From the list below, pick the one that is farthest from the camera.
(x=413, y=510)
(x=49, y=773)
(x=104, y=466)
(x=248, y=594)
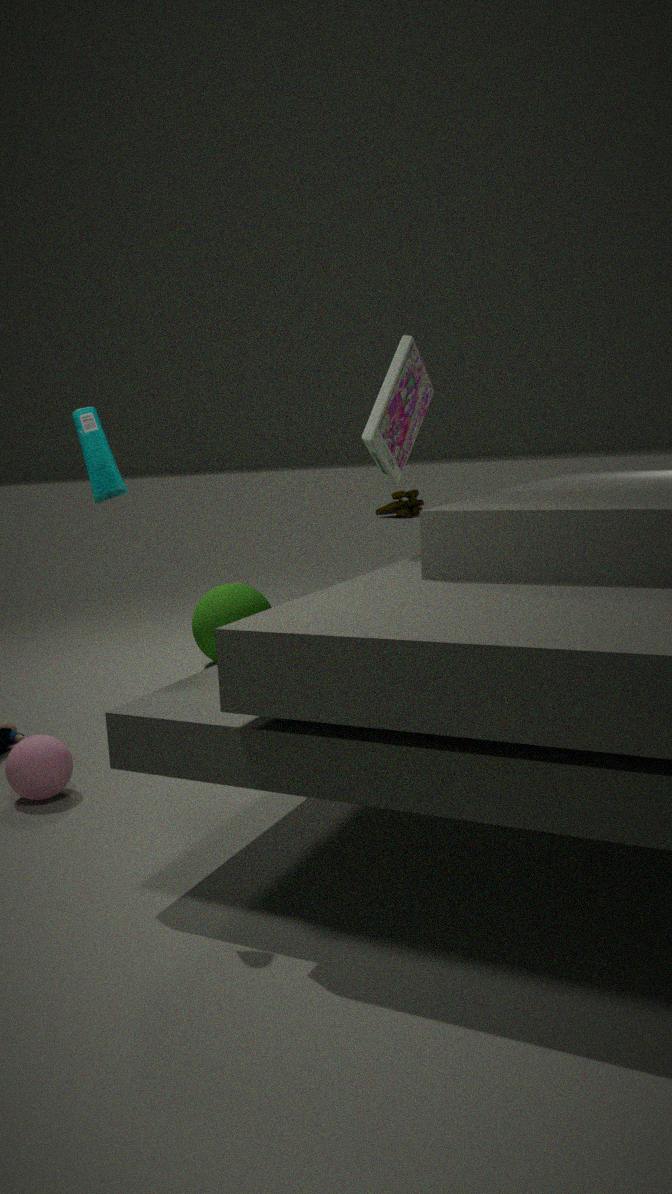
(x=413, y=510)
